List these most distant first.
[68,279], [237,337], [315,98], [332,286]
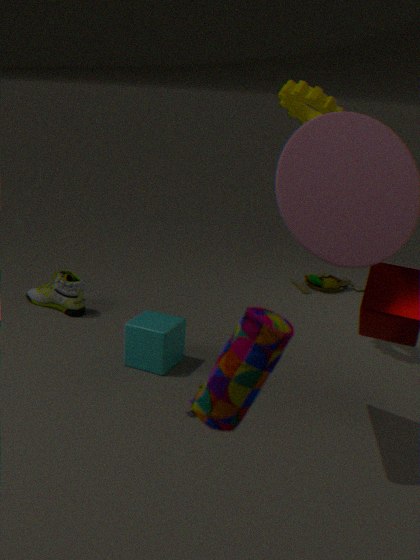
[332,286] < [68,279] < [315,98] < [237,337]
